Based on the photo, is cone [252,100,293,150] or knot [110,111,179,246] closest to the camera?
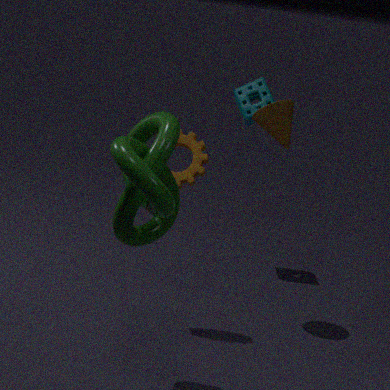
knot [110,111,179,246]
